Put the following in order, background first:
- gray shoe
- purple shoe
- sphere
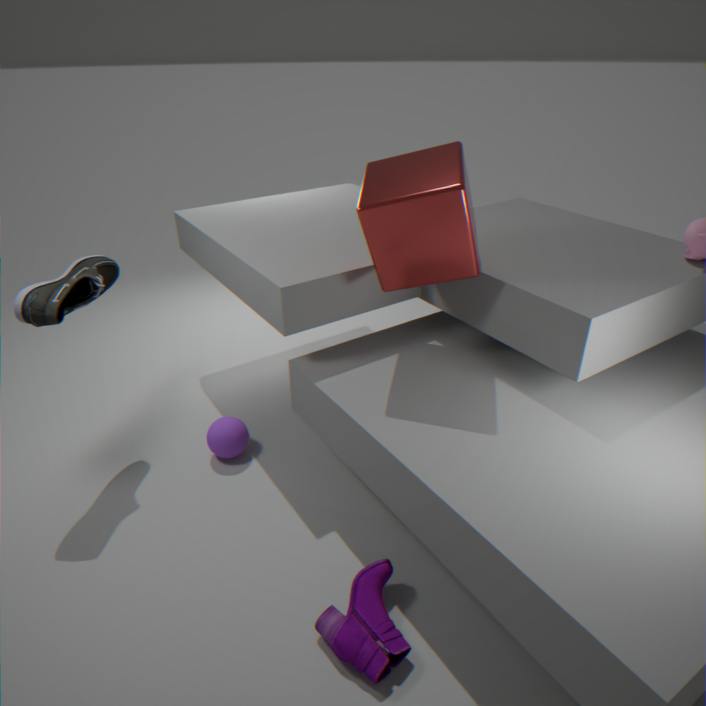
sphere, gray shoe, purple shoe
